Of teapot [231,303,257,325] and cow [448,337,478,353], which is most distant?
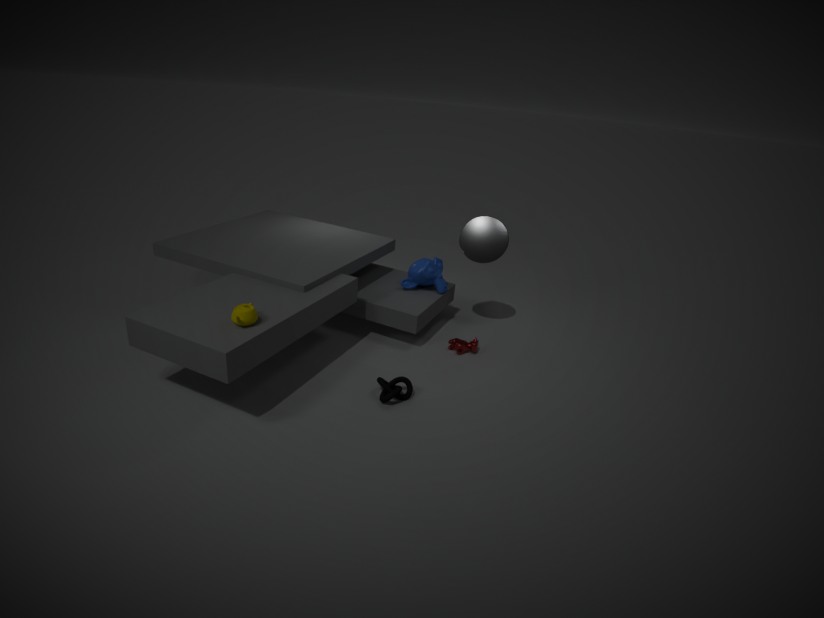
cow [448,337,478,353]
